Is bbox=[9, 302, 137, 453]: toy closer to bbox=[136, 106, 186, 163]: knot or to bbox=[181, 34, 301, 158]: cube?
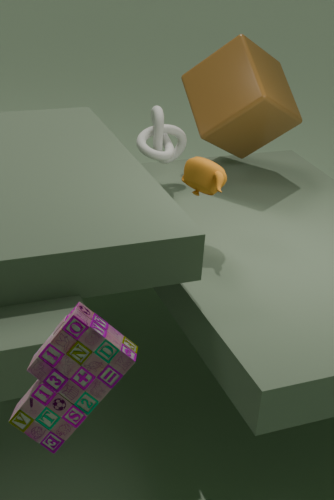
bbox=[136, 106, 186, 163]: knot
